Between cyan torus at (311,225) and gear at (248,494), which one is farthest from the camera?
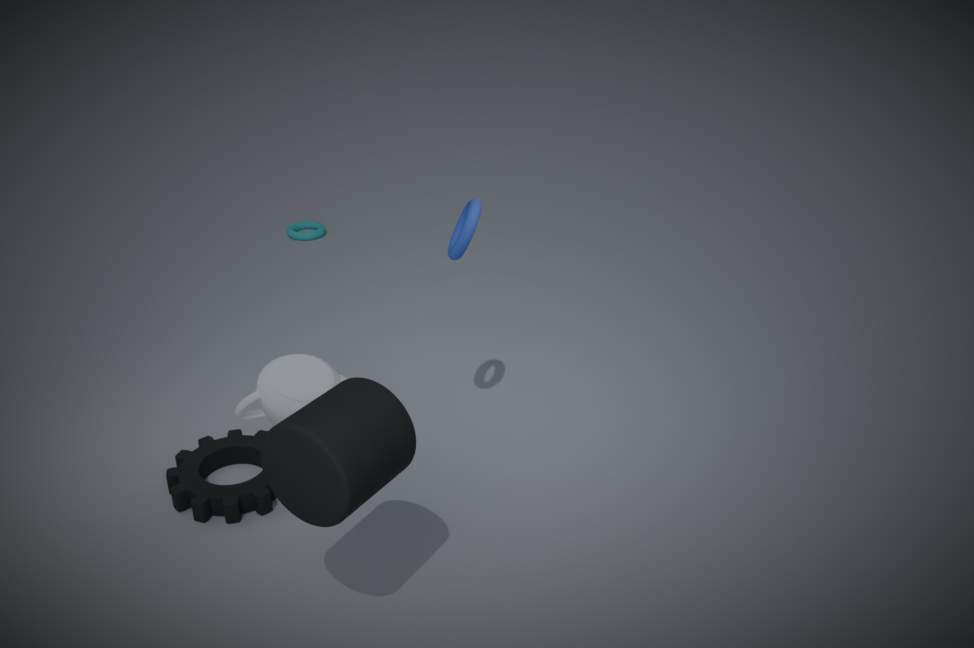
cyan torus at (311,225)
